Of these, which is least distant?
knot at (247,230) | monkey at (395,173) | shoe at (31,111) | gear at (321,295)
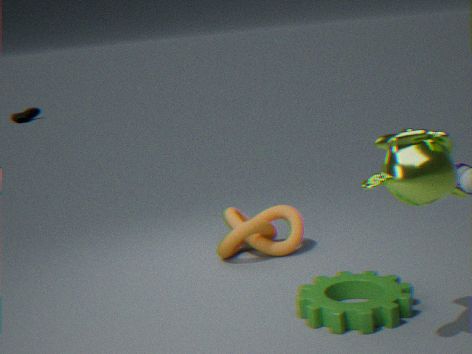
monkey at (395,173)
